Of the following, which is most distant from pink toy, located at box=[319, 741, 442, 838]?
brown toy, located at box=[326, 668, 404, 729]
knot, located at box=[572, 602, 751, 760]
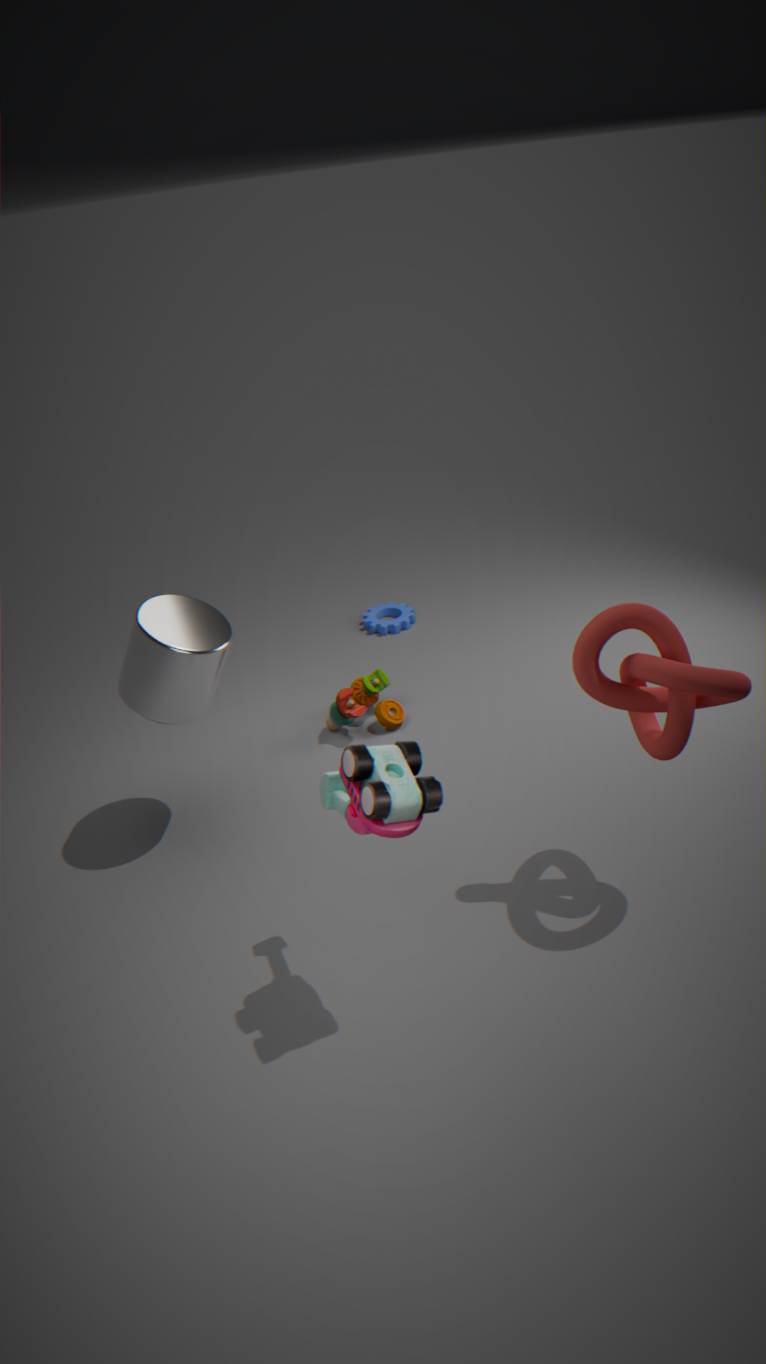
brown toy, located at box=[326, 668, 404, 729]
